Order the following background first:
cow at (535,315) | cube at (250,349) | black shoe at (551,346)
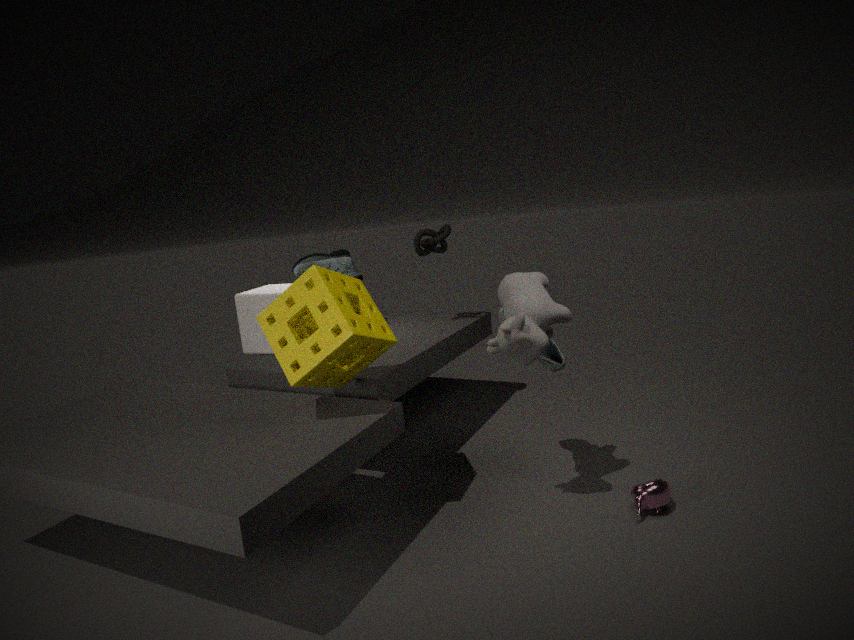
1. cube at (250,349)
2. black shoe at (551,346)
3. cow at (535,315)
